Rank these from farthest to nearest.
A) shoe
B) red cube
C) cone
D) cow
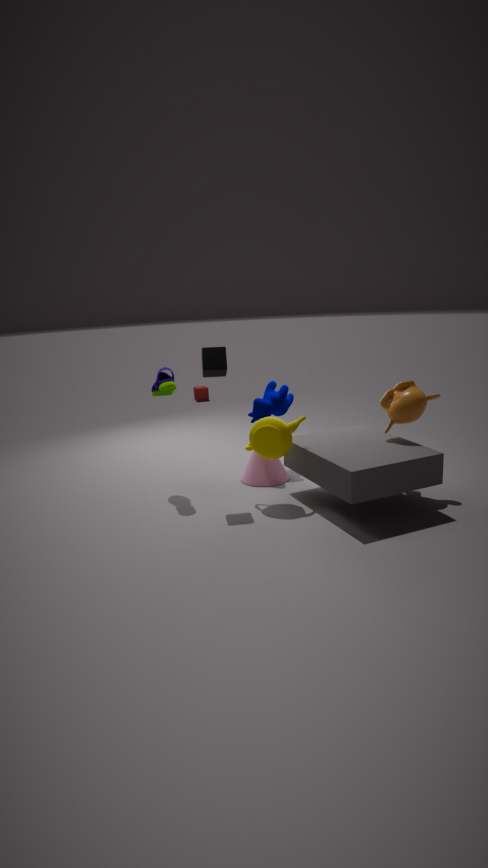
red cube < cow < cone < shoe
